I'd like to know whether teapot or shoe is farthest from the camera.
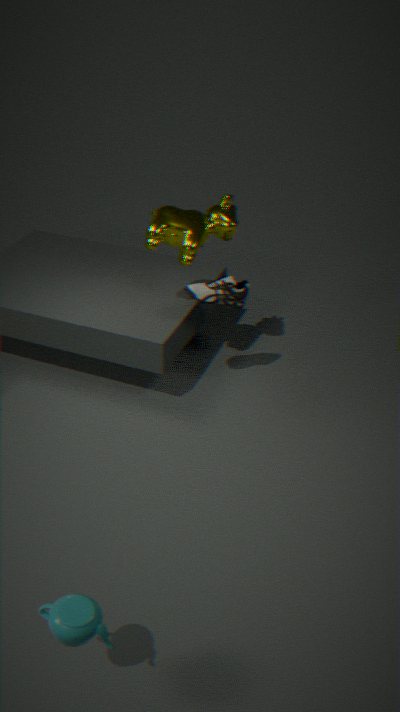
shoe
